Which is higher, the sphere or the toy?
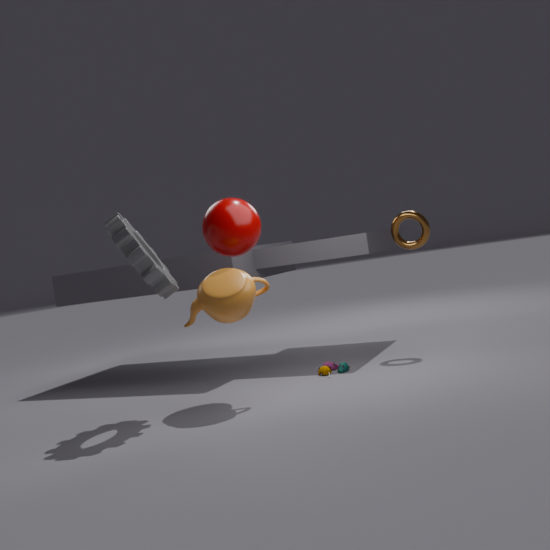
the sphere
